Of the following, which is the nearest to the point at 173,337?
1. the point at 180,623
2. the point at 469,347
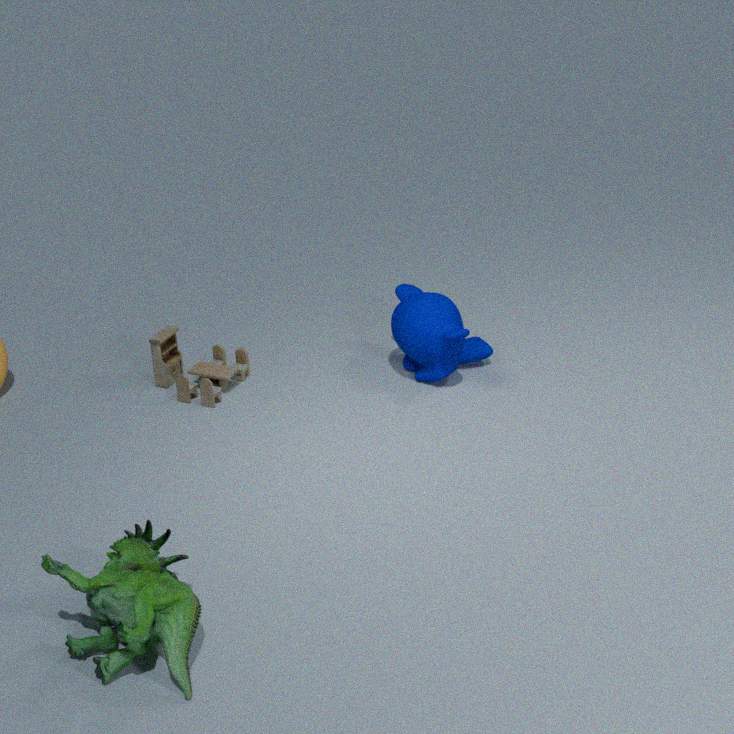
the point at 469,347
